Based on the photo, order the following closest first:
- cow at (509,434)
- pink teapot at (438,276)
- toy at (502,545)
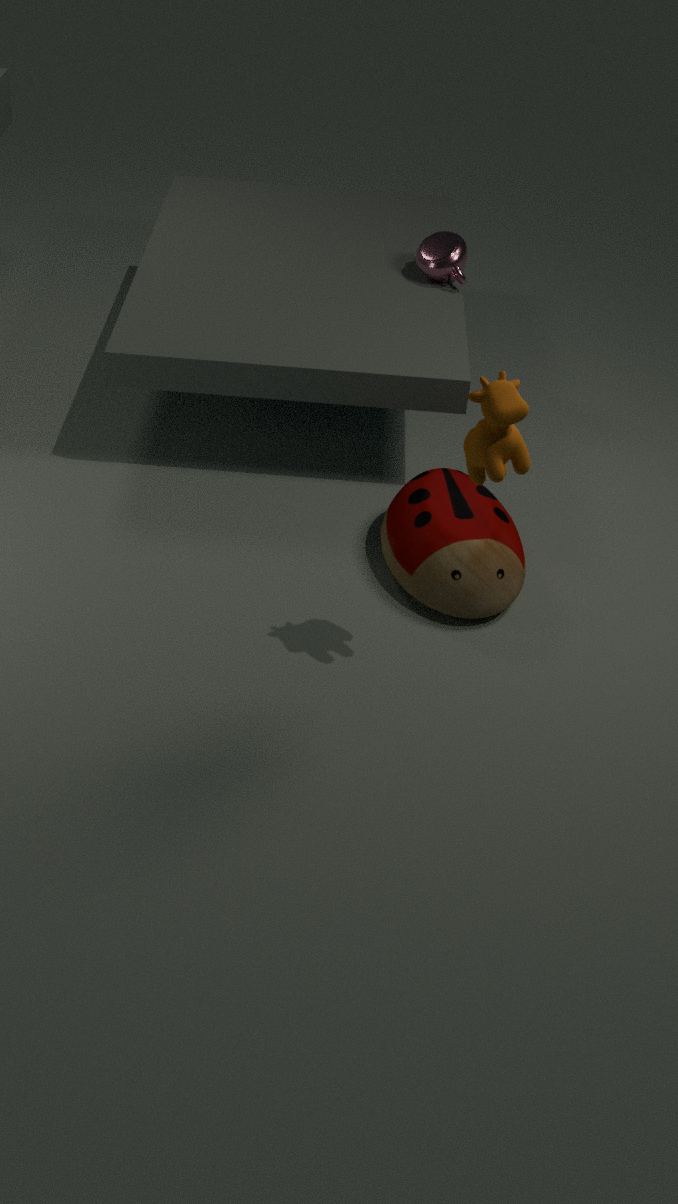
cow at (509,434)
toy at (502,545)
pink teapot at (438,276)
